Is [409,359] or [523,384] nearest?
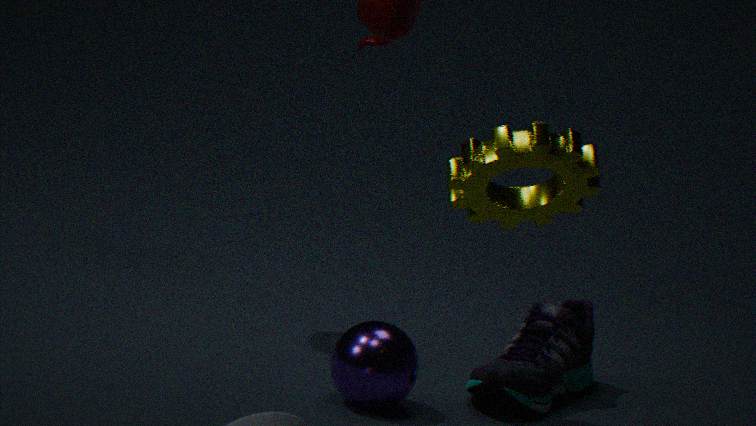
[409,359]
